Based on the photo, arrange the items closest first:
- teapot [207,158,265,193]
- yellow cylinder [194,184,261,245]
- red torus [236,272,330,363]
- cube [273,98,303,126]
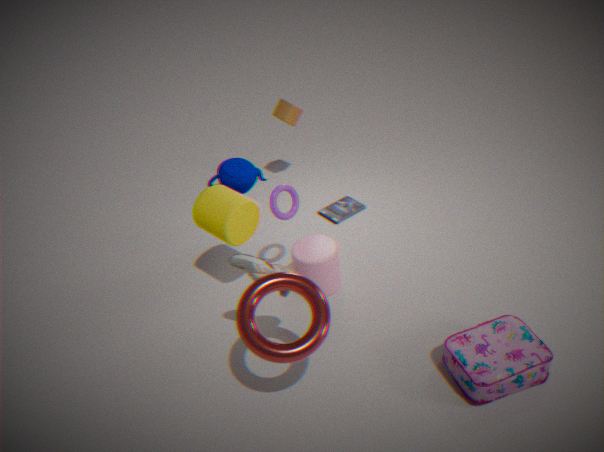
1. red torus [236,272,330,363]
2. yellow cylinder [194,184,261,245]
3. teapot [207,158,265,193]
4. cube [273,98,303,126]
